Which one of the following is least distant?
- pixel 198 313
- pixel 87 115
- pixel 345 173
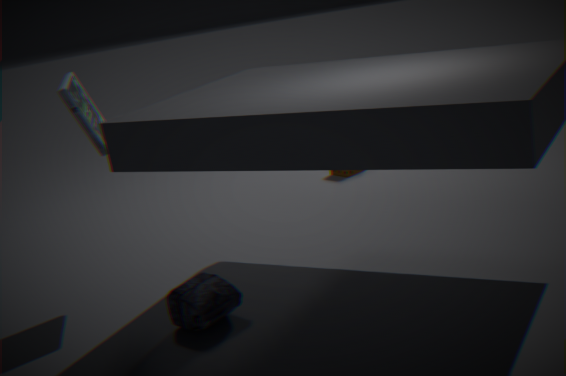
pixel 198 313
